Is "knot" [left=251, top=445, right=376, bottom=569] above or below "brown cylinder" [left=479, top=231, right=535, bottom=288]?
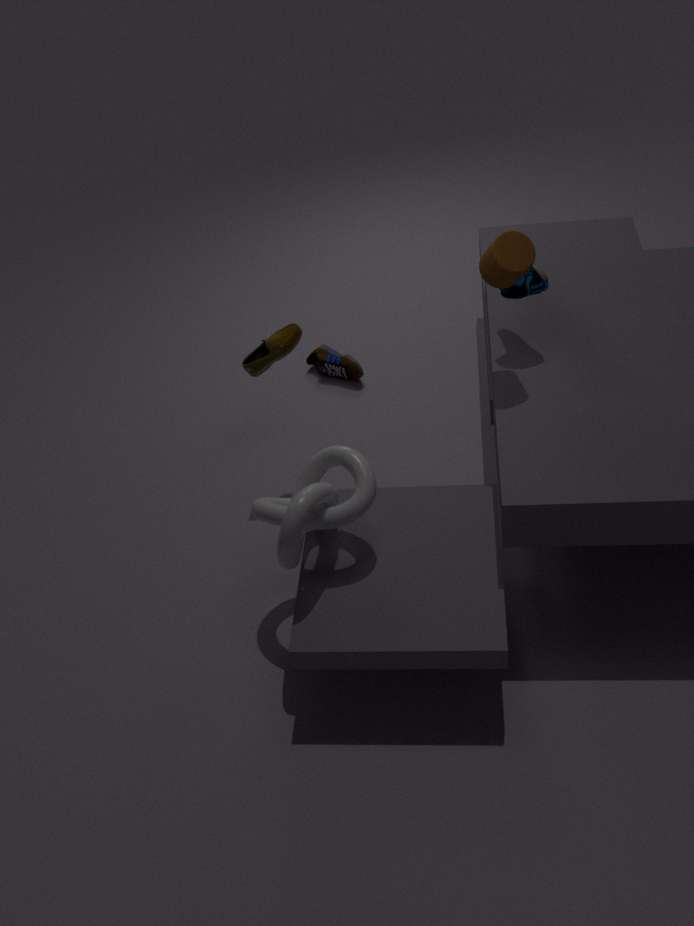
below
